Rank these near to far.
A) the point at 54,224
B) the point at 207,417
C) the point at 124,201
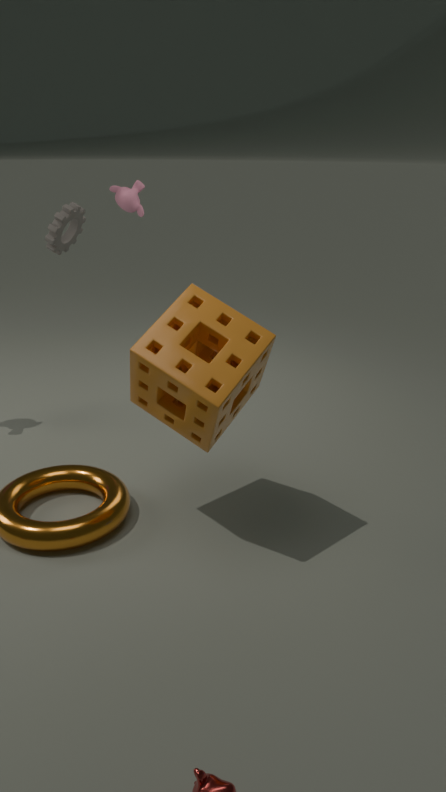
B. the point at 207,417, A. the point at 54,224, C. the point at 124,201
